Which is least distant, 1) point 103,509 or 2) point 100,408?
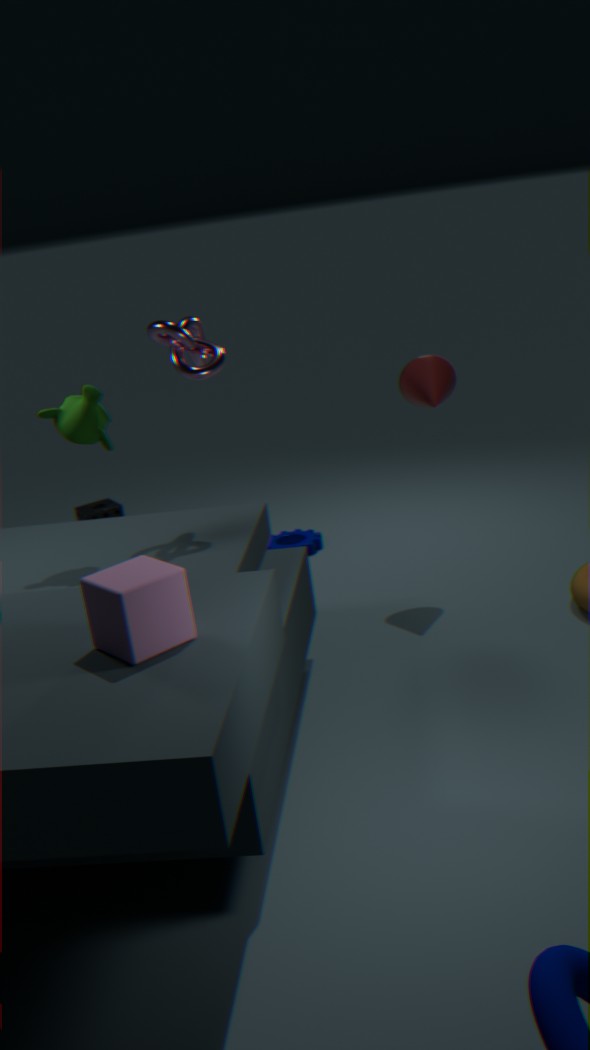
2. point 100,408
